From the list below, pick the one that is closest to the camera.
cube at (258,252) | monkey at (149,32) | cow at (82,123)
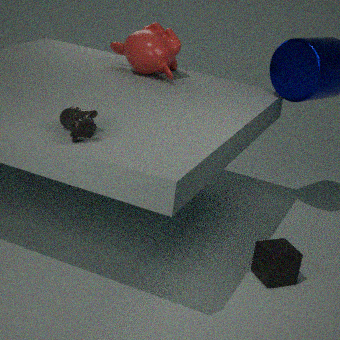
cow at (82,123)
